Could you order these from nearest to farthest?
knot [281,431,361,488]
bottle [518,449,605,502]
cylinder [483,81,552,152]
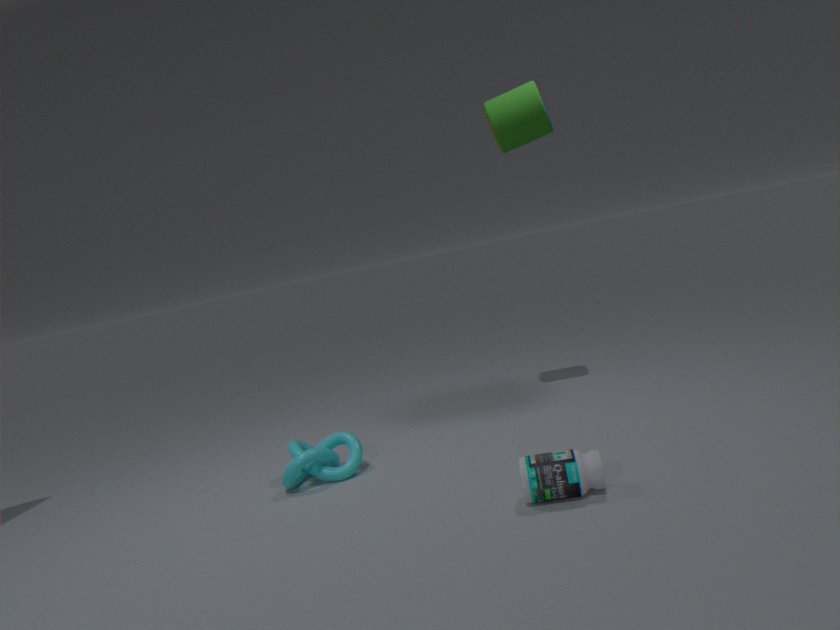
1. bottle [518,449,605,502]
2. knot [281,431,361,488]
3. cylinder [483,81,552,152]
